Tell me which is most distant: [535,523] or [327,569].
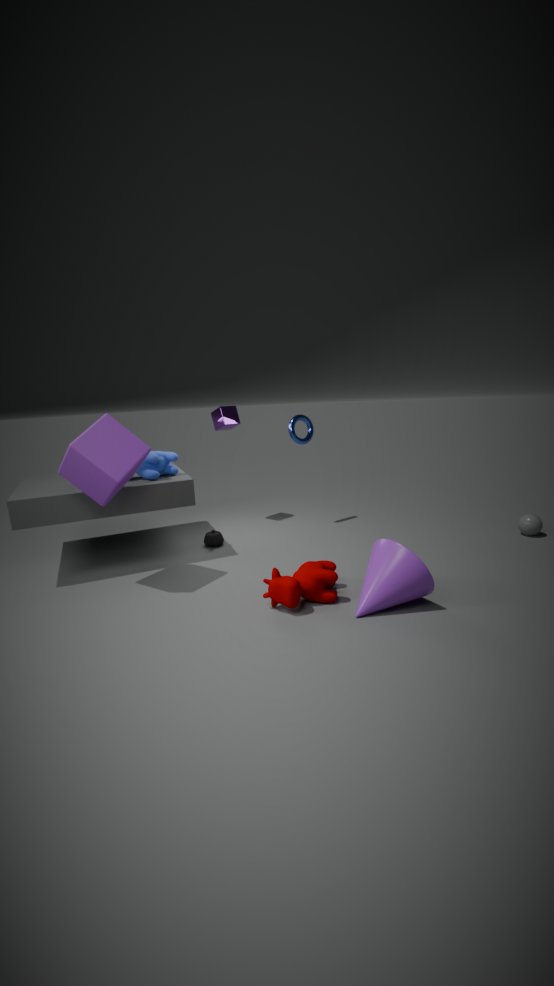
[535,523]
